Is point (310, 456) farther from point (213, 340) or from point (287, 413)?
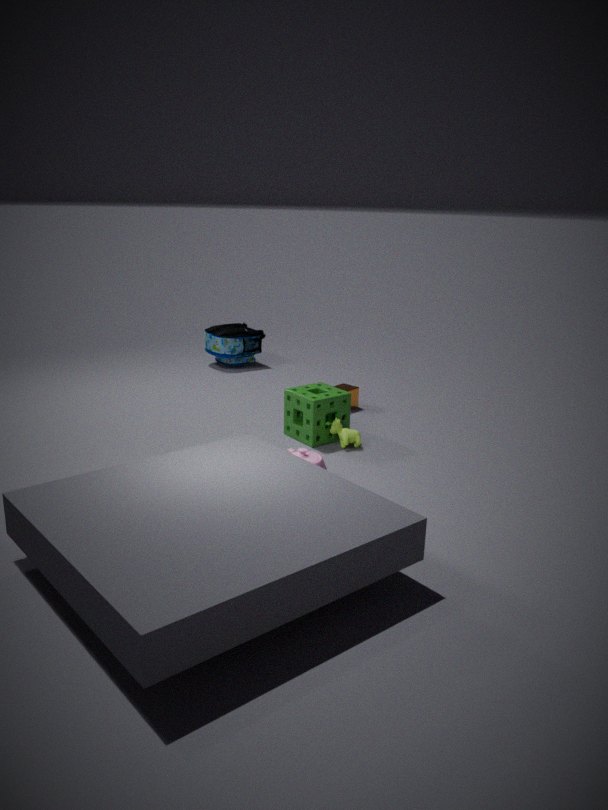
point (213, 340)
